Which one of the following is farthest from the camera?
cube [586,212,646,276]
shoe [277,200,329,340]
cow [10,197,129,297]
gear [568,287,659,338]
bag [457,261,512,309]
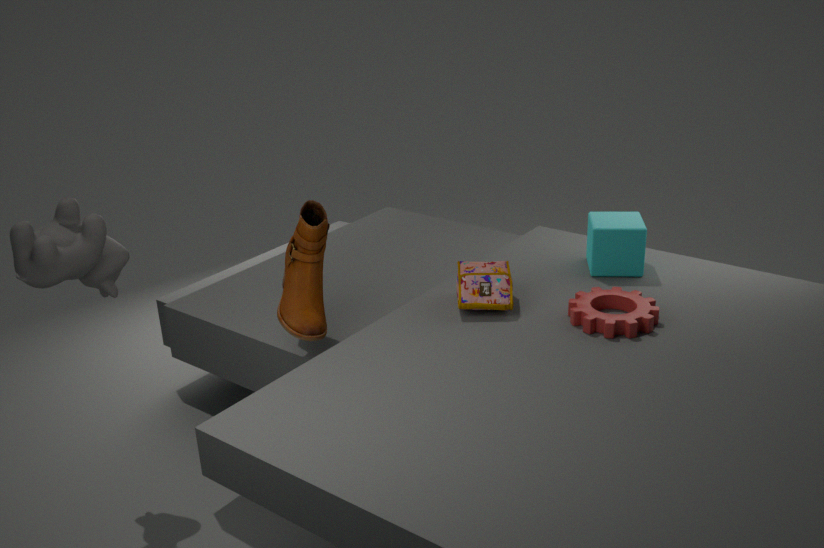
cube [586,212,646,276]
